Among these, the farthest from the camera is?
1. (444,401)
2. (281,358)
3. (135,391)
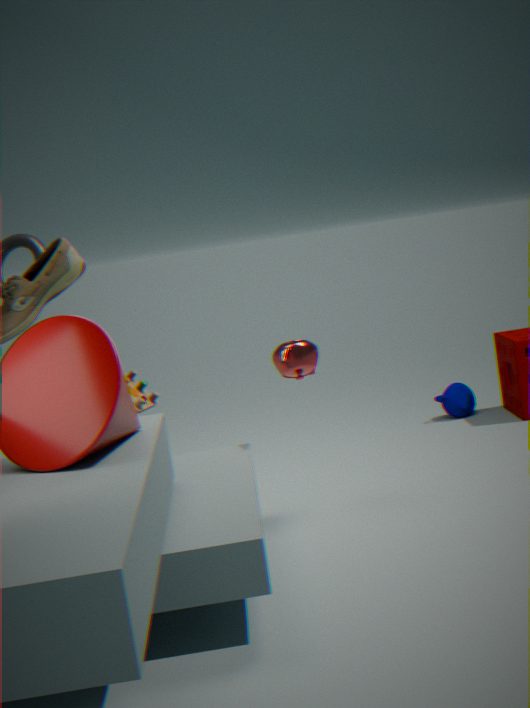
(444,401)
